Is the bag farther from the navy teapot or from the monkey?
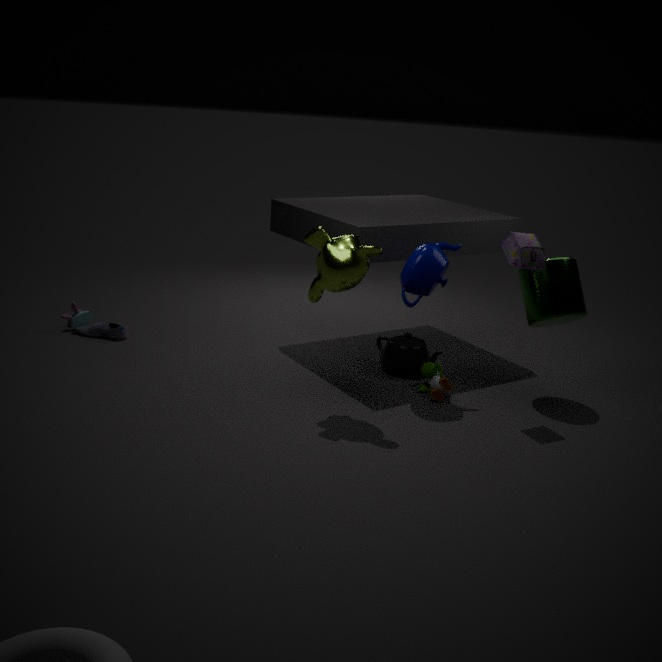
the monkey
